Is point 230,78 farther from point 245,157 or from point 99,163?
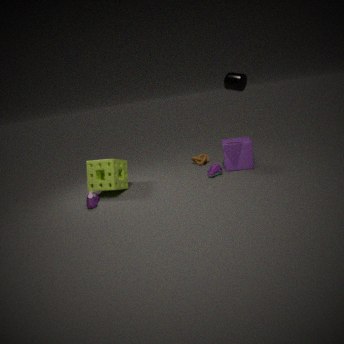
point 99,163
